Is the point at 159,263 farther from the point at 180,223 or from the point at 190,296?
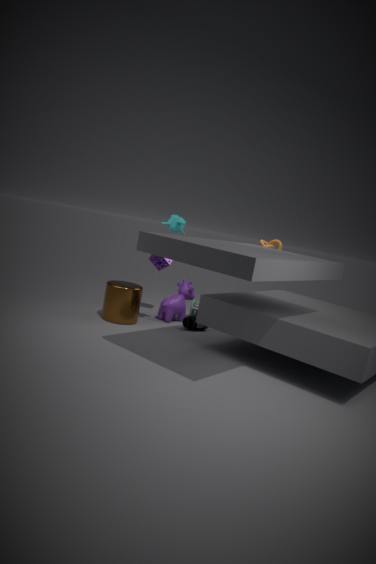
the point at 180,223
